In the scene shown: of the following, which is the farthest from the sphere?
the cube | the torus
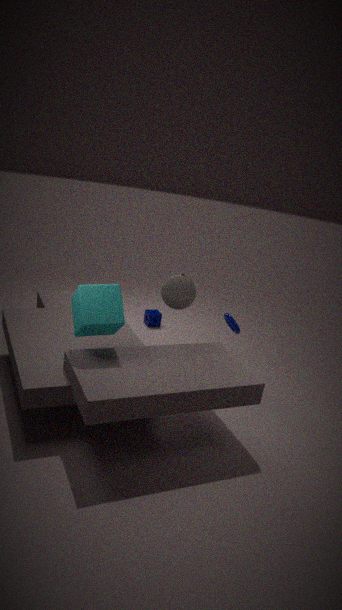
the cube
